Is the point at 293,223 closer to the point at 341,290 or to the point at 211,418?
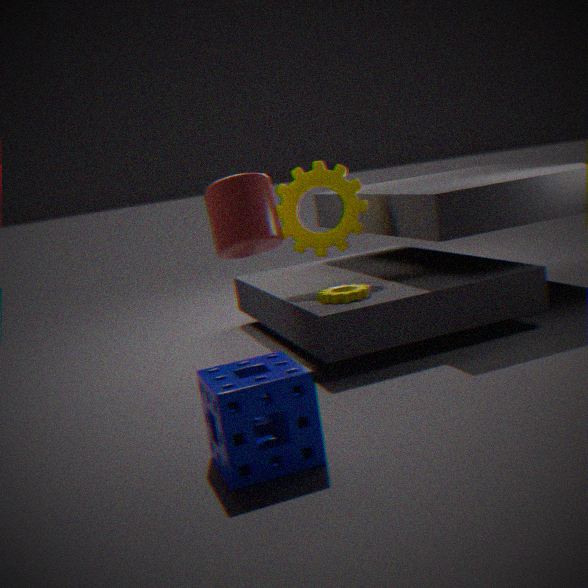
the point at 341,290
